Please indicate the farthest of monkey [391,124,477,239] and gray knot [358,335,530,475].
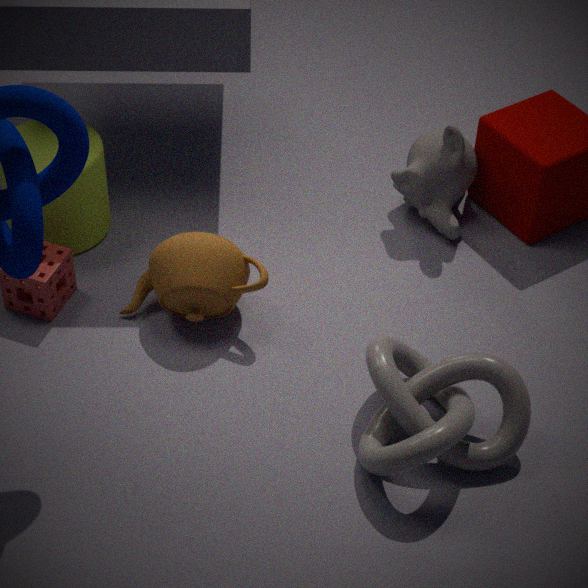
monkey [391,124,477,239]
